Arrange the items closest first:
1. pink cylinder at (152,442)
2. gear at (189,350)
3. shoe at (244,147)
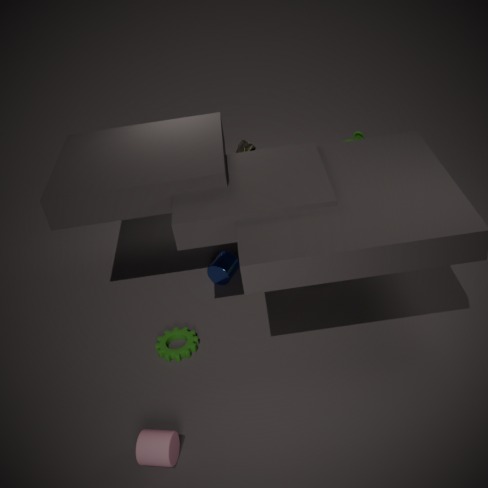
pink cylinder at (152,442)
gear at (189,350)
shoe at (244,147)
